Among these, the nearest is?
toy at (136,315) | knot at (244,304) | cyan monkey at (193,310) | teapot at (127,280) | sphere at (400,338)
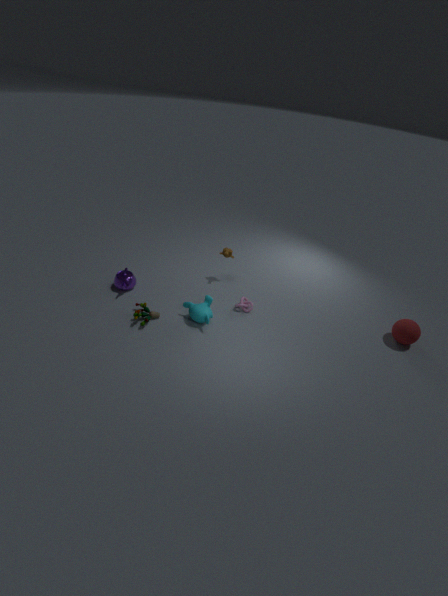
toy at (136,315)
